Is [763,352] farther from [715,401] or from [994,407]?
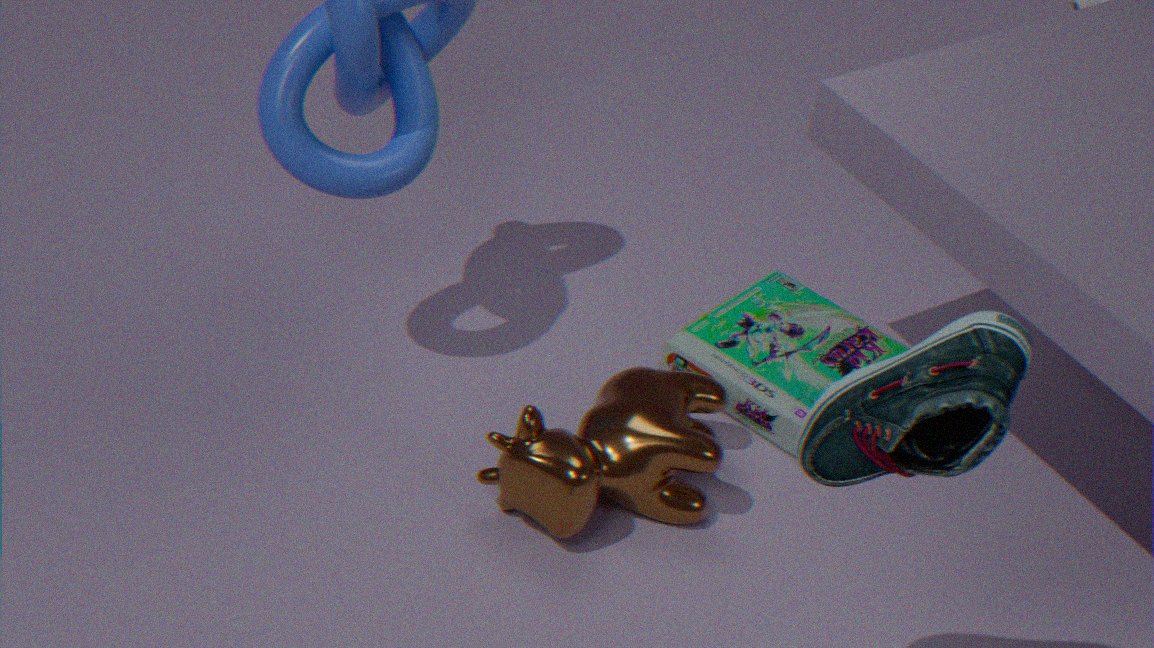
[994,407]
